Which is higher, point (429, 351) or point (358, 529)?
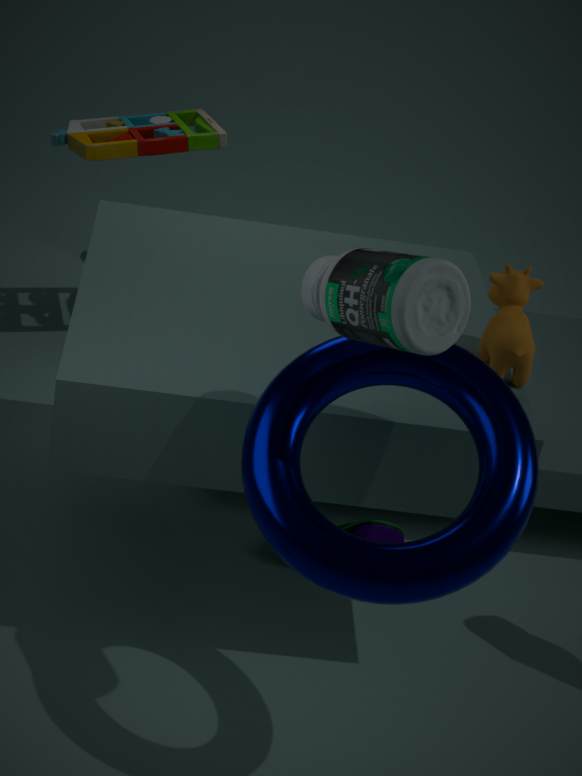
point (429, 351)
